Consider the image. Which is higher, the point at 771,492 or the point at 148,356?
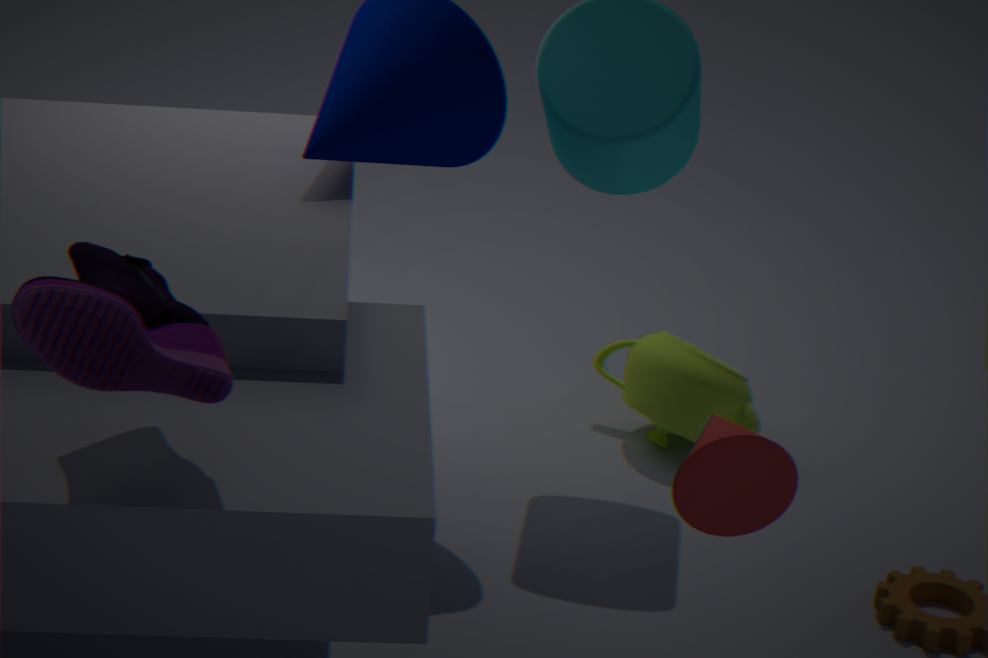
the point at 148,356
